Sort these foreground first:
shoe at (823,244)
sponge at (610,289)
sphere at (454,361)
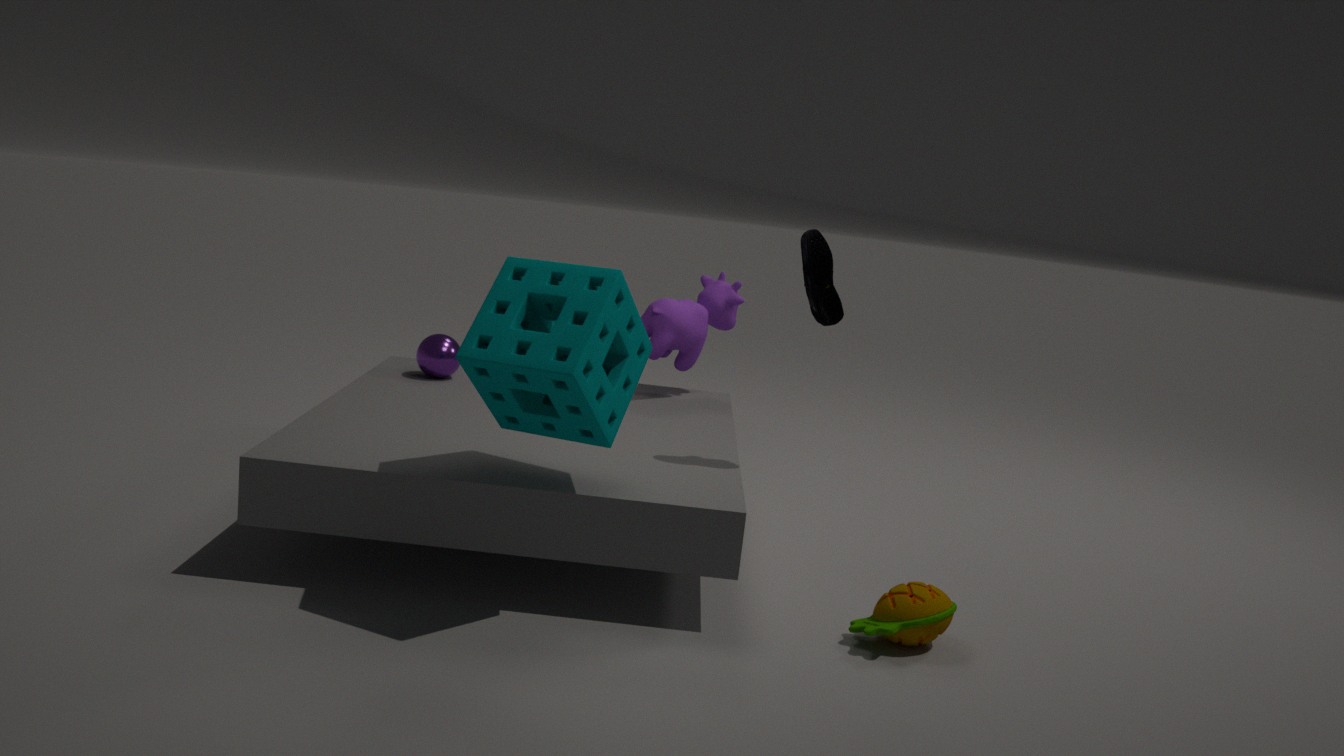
sponge at (610,289), shoe at (823,244), sphere at (454,361)
